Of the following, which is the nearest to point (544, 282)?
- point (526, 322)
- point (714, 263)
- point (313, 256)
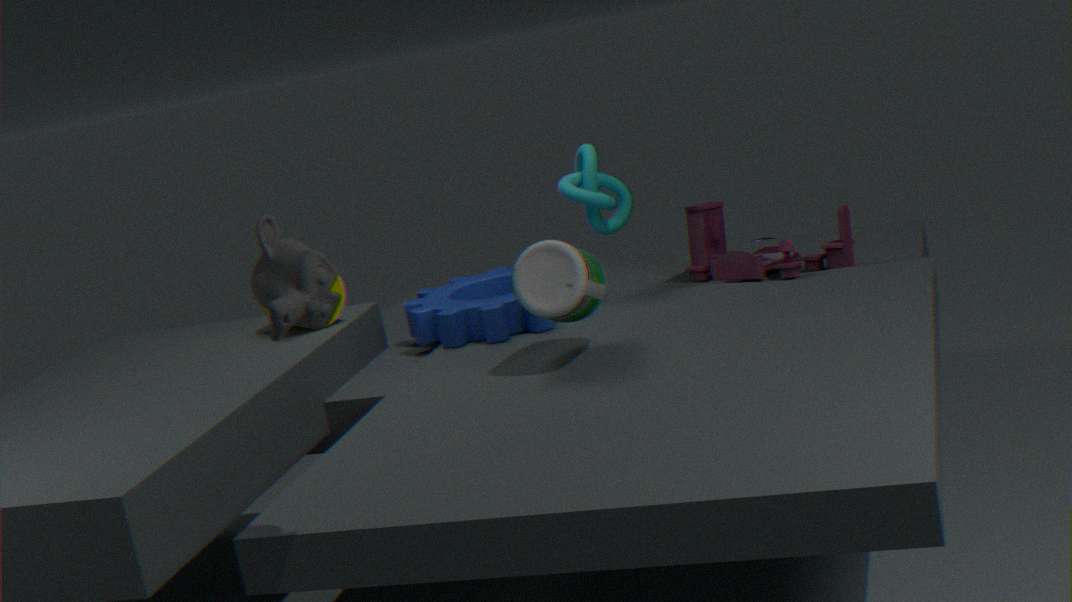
point (526, 322)
